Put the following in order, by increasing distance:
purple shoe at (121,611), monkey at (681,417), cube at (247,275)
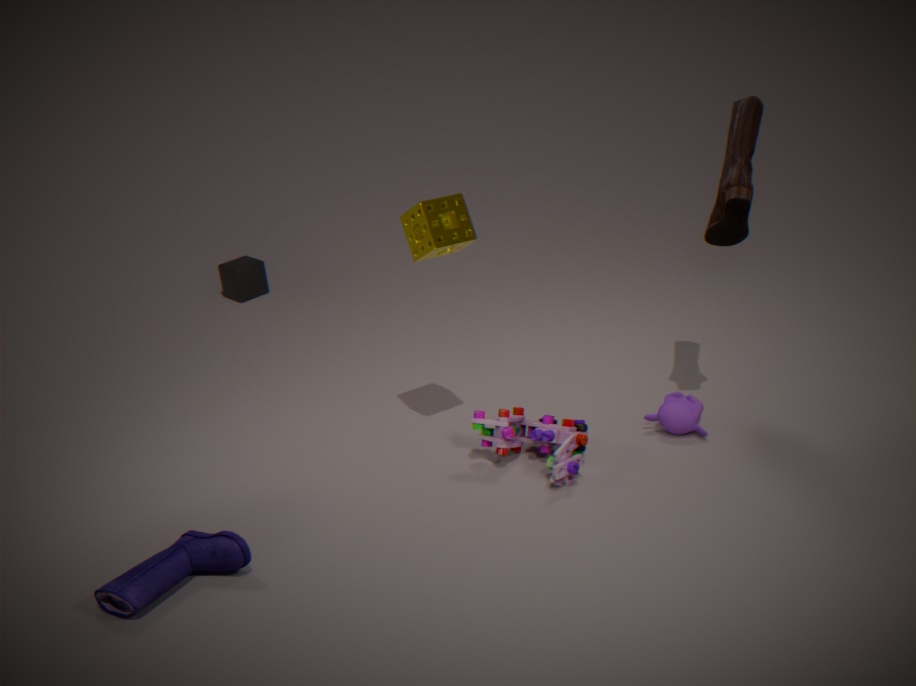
purple shoe at (121,611) < monkey at (681,417) < cube at (247,275)
